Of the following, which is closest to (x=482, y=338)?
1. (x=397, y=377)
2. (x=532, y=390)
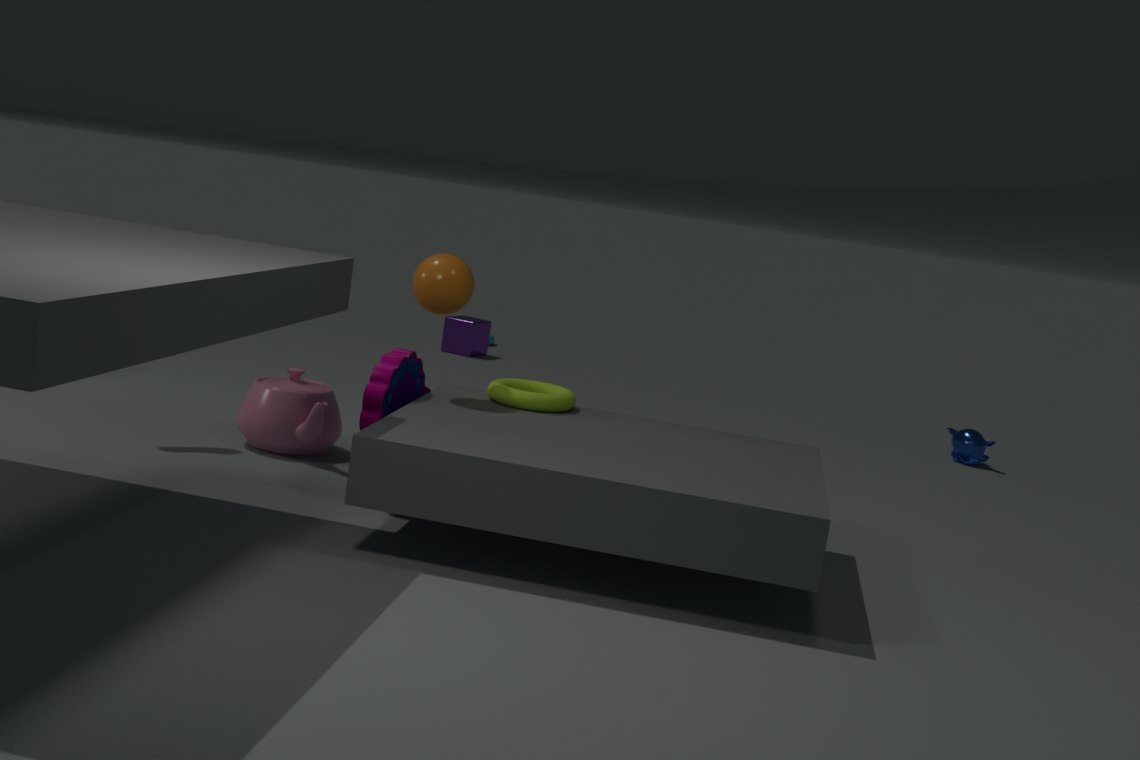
(x=532, y=390)
